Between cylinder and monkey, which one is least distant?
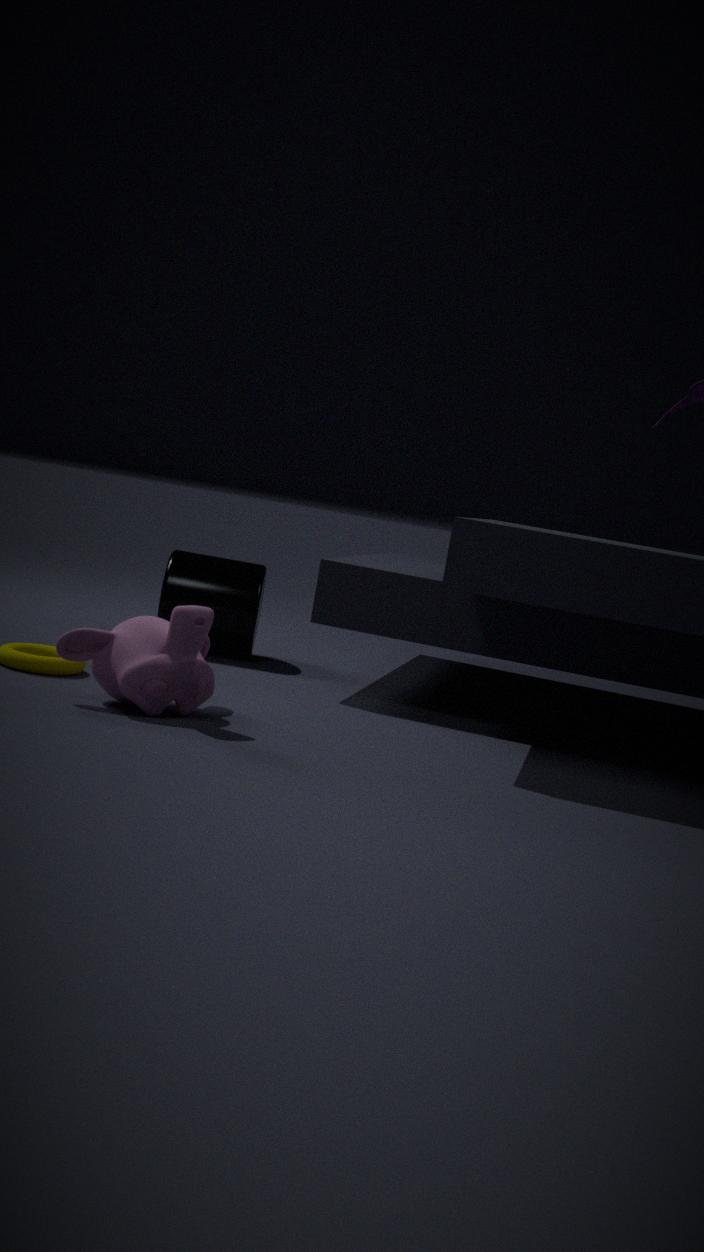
monkey
